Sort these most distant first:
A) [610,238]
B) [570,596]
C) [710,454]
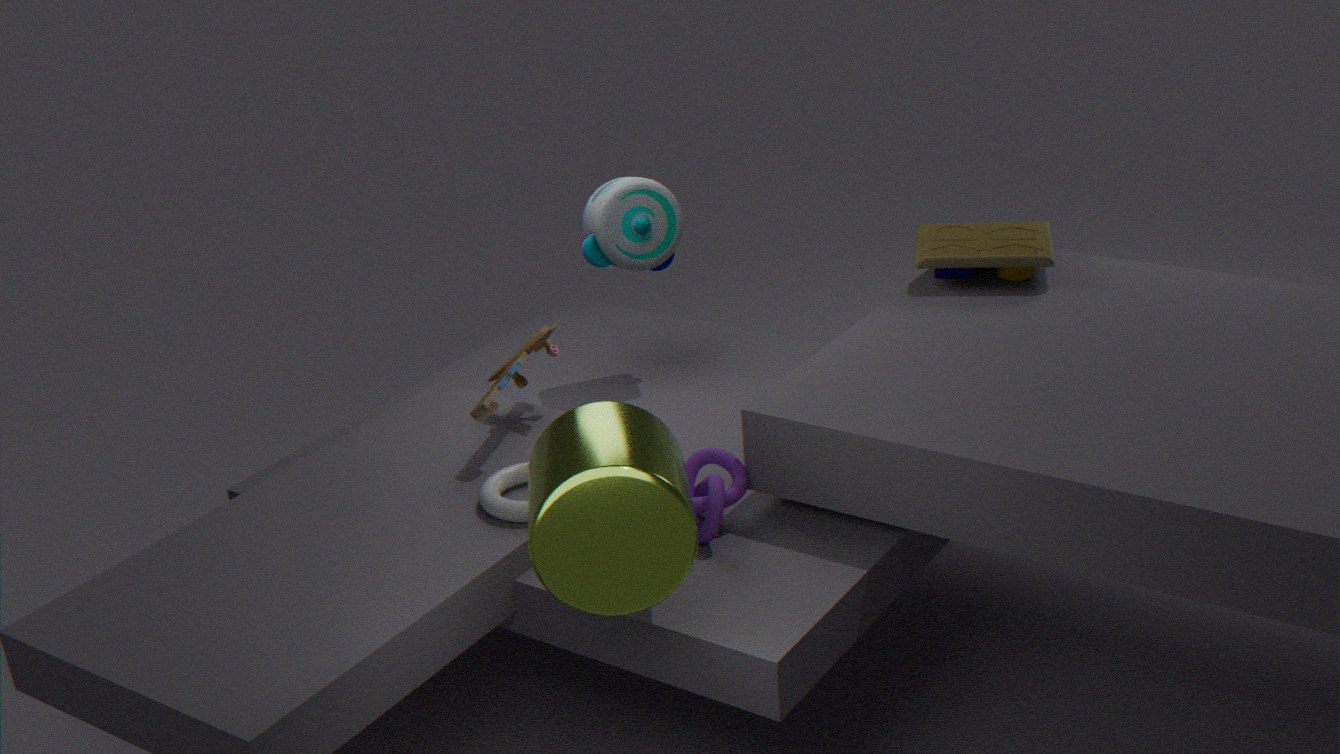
[610,238] → [710,454] → [570,596]
